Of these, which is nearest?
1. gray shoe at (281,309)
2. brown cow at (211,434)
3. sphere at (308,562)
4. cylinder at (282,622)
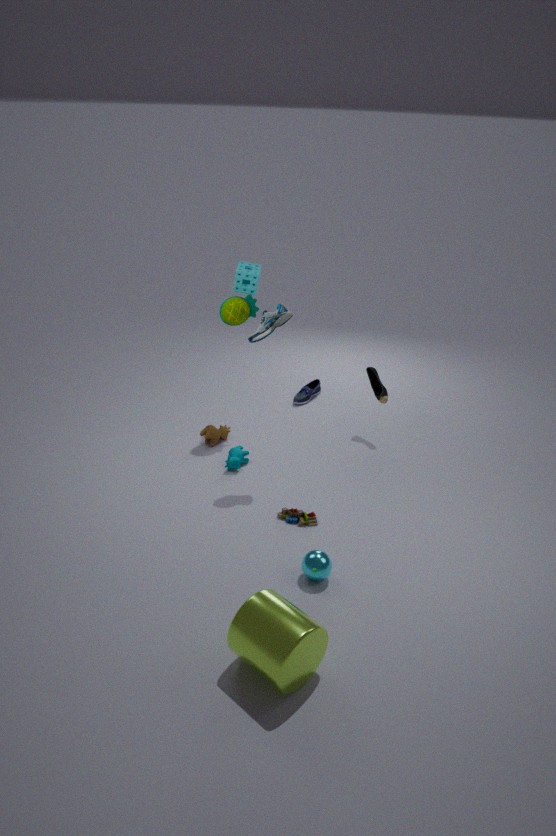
cylinder at (282,622)
